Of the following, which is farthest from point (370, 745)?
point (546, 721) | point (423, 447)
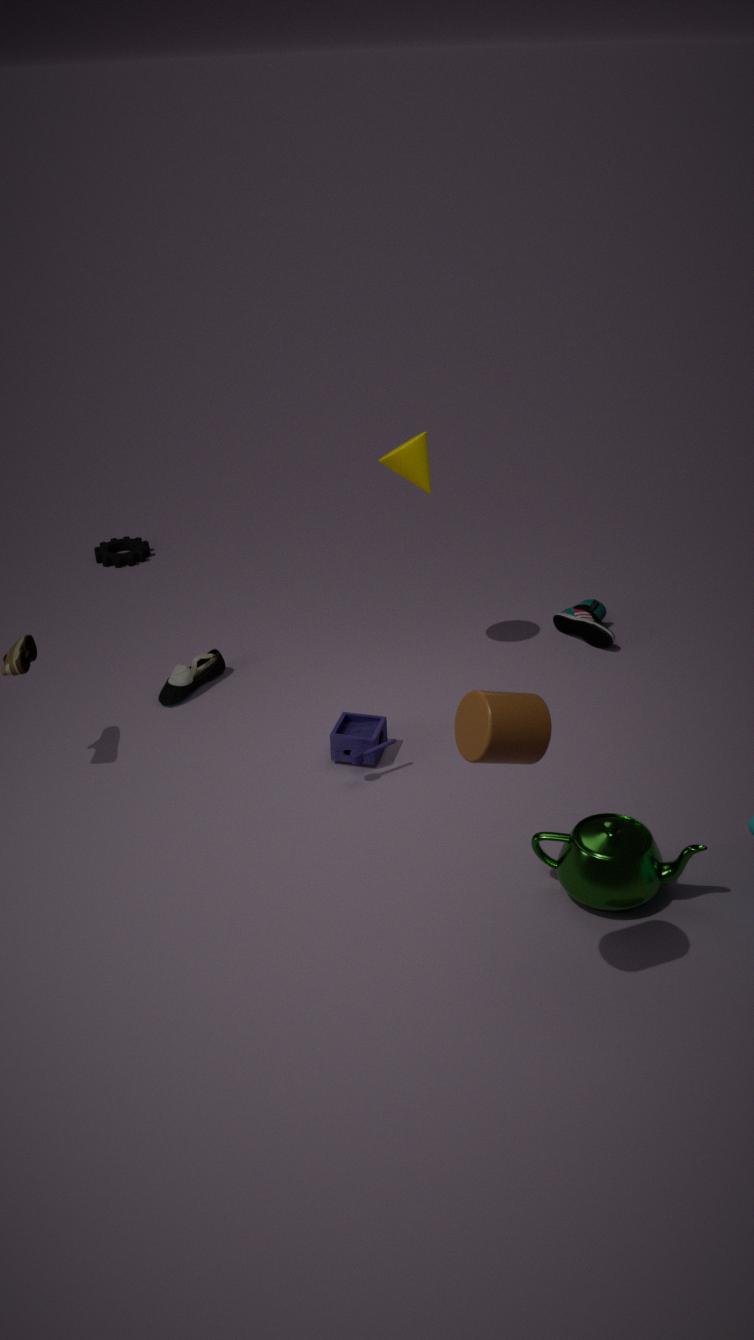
point (546, 721)
